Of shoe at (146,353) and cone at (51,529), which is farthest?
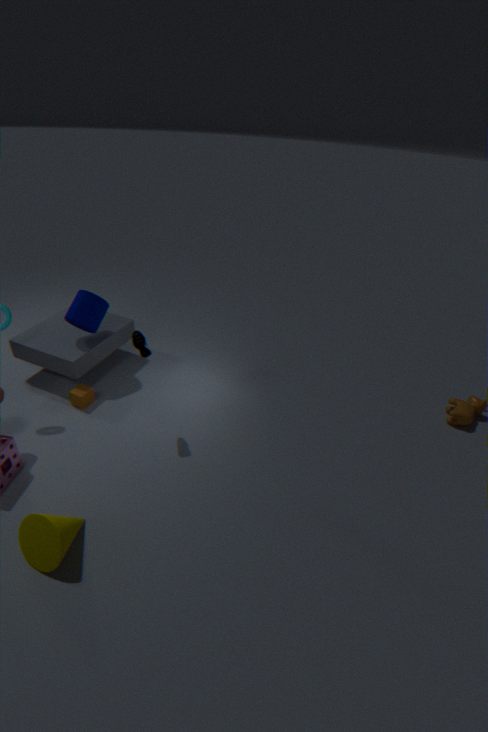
shoe at (146,353)
